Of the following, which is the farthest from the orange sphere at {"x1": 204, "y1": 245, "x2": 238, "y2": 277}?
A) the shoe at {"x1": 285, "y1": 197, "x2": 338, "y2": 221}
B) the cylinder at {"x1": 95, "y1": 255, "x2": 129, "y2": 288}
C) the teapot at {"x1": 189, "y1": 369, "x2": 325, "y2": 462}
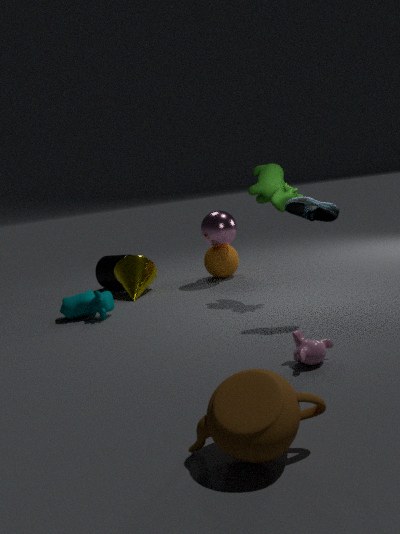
the teapot at {"x1": 189, "y1": 369, "x2": 325, "y2": 462}
